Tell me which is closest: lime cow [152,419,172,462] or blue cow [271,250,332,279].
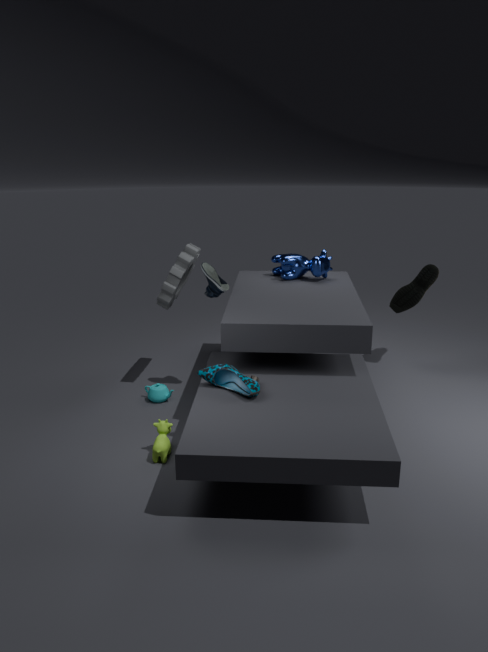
lime cow [152,419,172,462]
